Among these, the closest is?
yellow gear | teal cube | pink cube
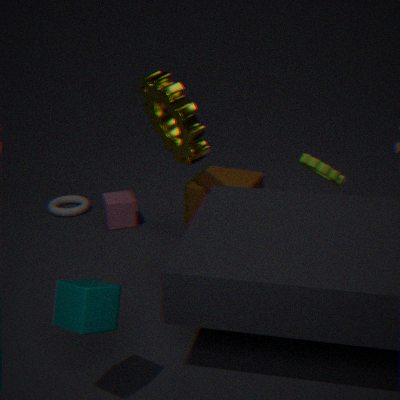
teal cube
